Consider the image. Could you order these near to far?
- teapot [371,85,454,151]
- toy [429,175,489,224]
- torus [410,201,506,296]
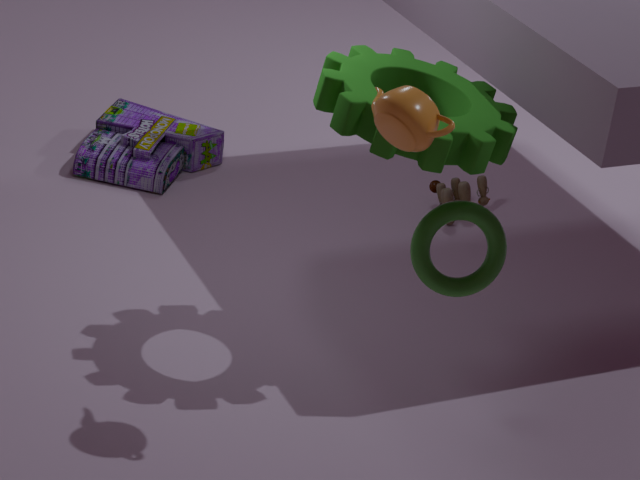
teapot [371,85,454,151] < torus [410,201,506,296] < toy [429,175,489,224]
